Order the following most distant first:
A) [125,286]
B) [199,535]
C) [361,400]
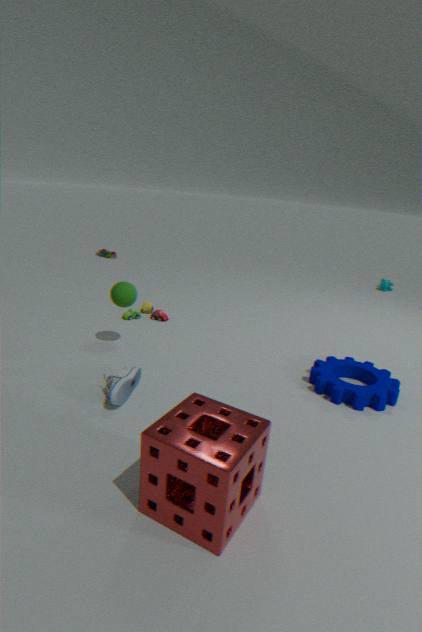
A. [125,286] → C. [361,400] → B. [199,535]
